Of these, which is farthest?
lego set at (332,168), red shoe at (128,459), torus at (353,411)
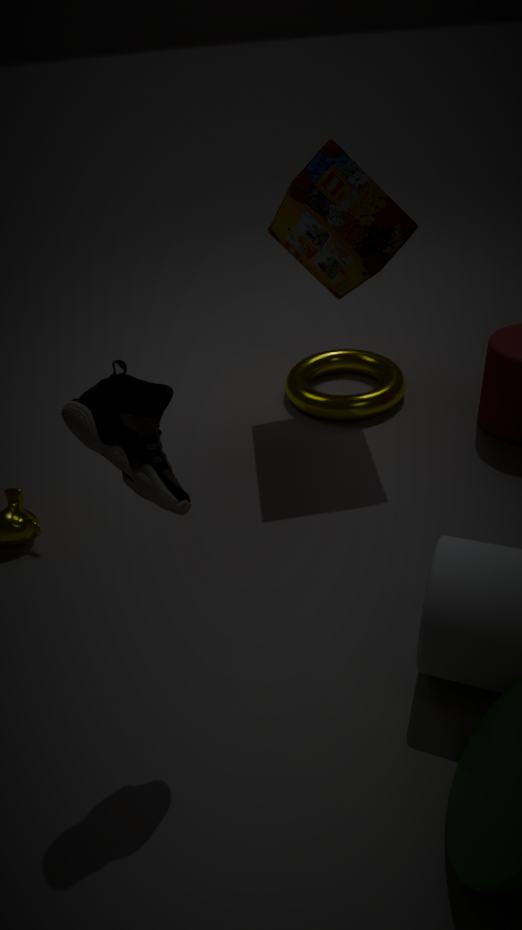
torus at (353,411)
